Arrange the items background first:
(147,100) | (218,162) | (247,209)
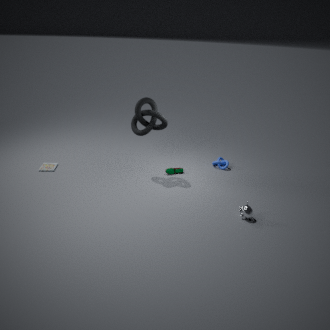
(218,162)
(147,100)
(247,209)
